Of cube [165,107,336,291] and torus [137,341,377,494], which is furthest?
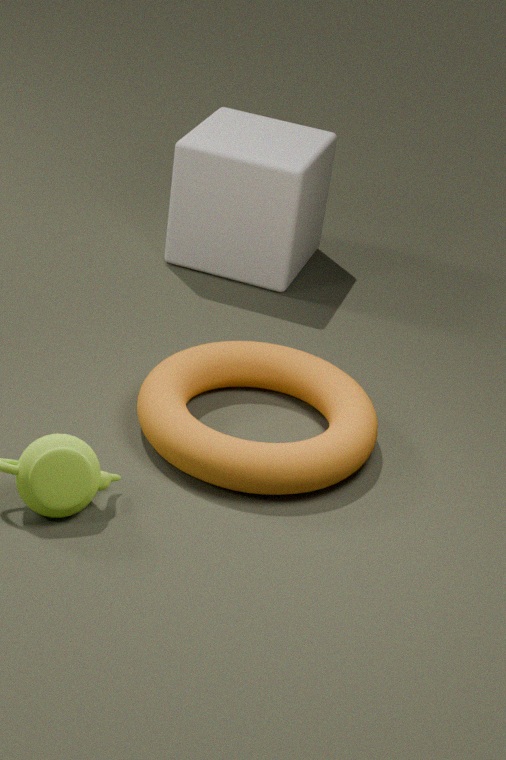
cube [165,107,336,291]
